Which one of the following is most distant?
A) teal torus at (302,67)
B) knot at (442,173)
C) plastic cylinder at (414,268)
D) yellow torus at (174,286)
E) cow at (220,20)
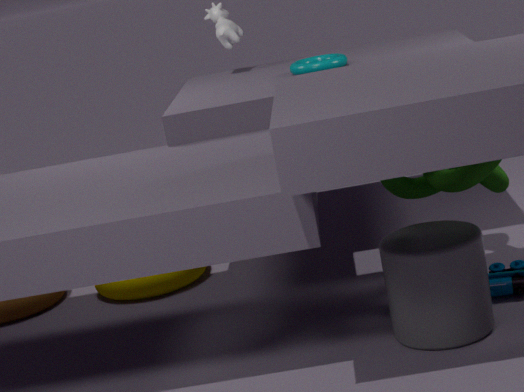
cow at (220,20)
